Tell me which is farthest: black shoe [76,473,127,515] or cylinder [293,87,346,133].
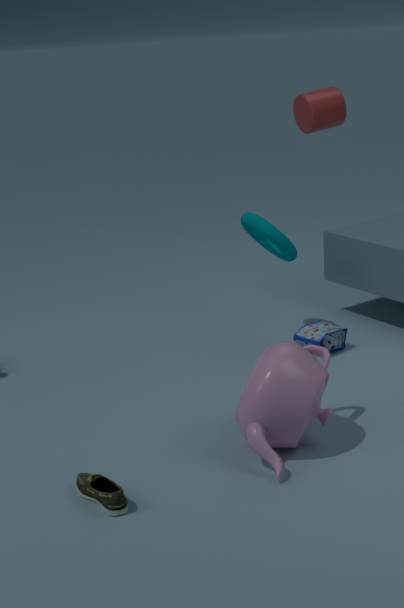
cylinder [293,87,346,133]
